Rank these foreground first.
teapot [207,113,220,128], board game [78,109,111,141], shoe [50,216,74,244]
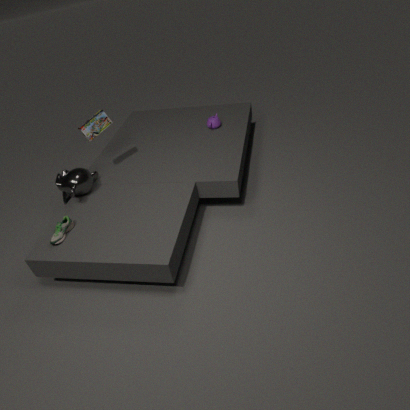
1. shoe [50,216,74,244]
2. board game [78,109,111,141]
3. teapot [207,113,220,128]
